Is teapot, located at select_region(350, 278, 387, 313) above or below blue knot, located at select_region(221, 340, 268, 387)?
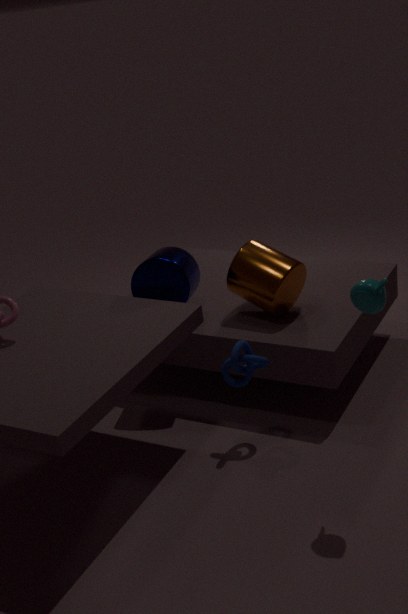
above
